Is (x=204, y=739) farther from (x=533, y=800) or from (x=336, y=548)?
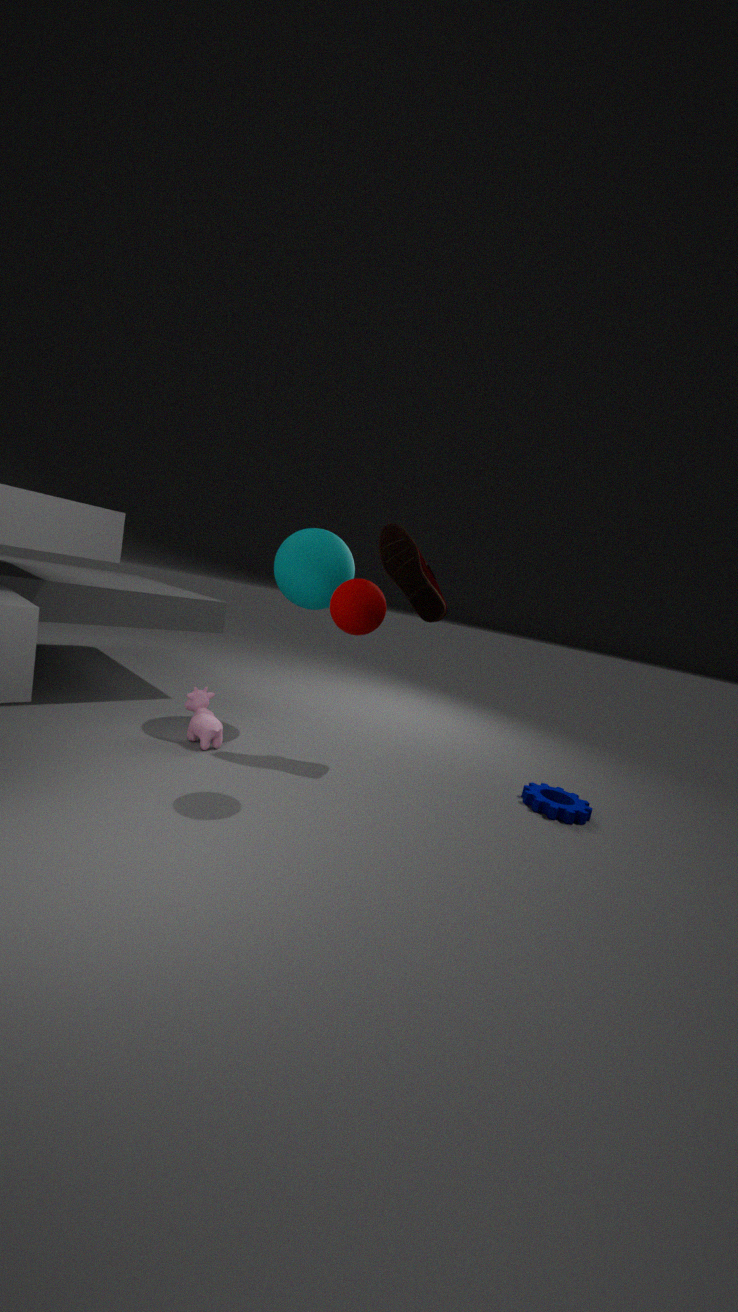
(x=533, y=800)
